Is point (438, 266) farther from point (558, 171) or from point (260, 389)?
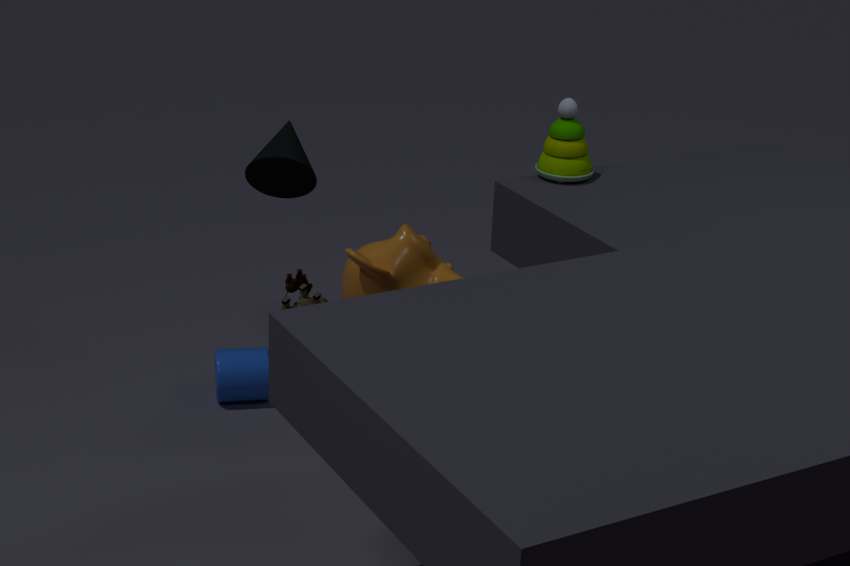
point (558, 171)
